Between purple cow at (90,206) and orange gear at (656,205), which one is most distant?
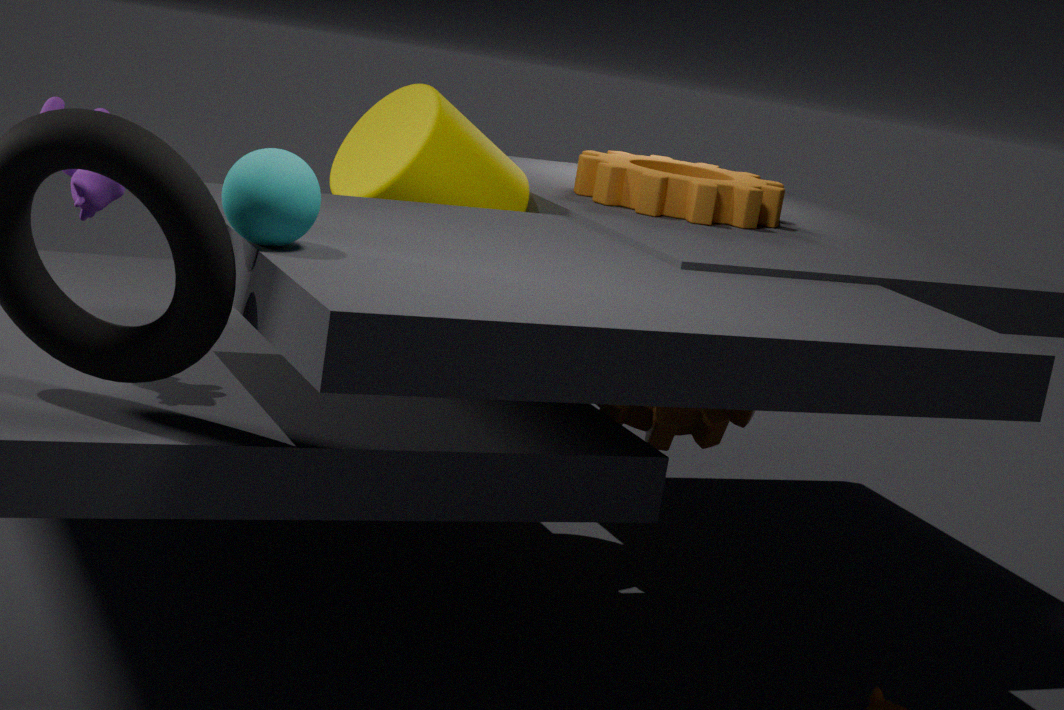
orange gear at (656,205)
